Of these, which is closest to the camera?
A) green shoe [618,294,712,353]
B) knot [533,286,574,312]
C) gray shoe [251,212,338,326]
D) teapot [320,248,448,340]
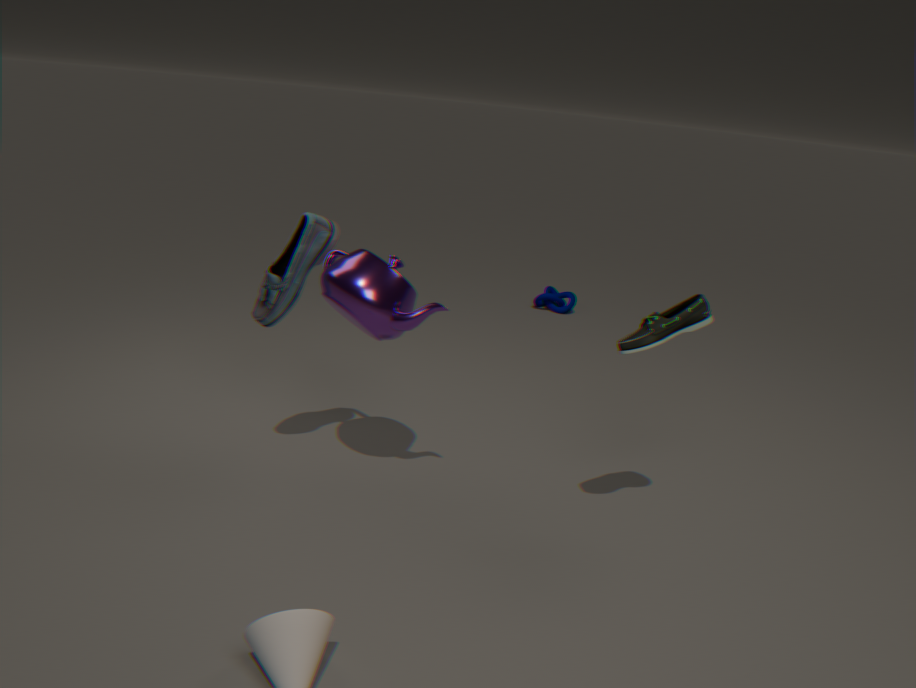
green shoe [618,294,712,353]
